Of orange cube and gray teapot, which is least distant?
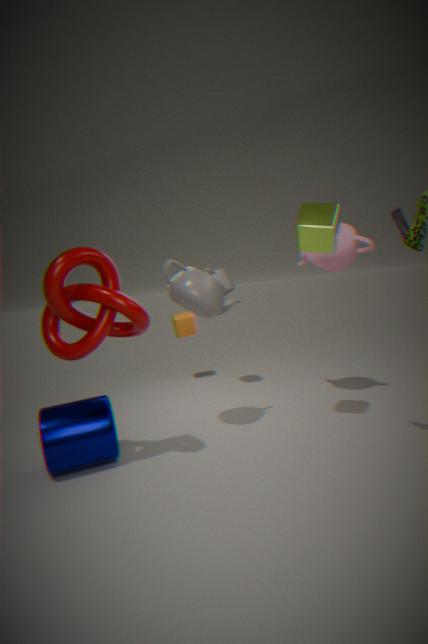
gray teapot
